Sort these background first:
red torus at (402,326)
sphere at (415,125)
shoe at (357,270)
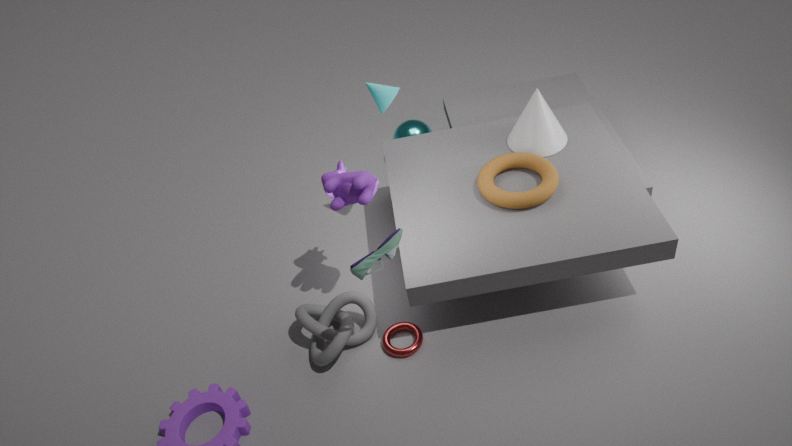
sphere at (415,125) → red torus at (402,326) → shoe at (357,270)
